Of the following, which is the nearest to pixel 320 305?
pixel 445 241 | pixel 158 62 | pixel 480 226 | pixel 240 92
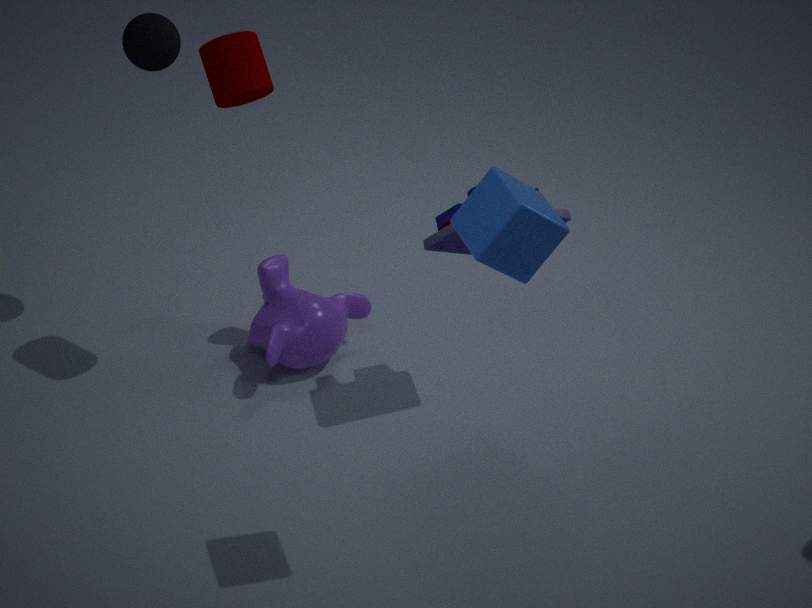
pixel 445 241
